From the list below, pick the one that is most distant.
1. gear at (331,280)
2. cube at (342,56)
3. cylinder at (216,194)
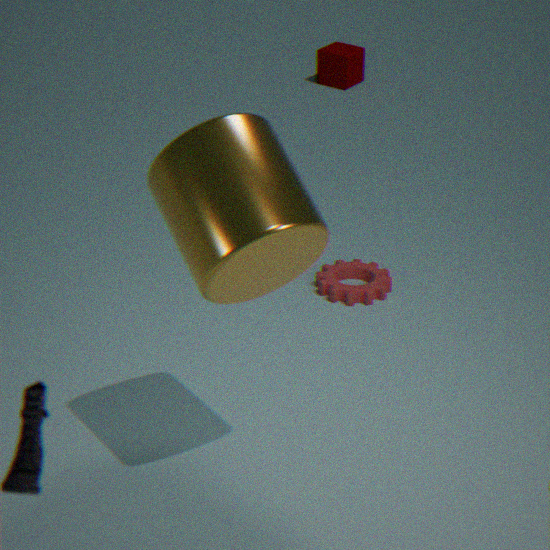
cube at (342,56)
